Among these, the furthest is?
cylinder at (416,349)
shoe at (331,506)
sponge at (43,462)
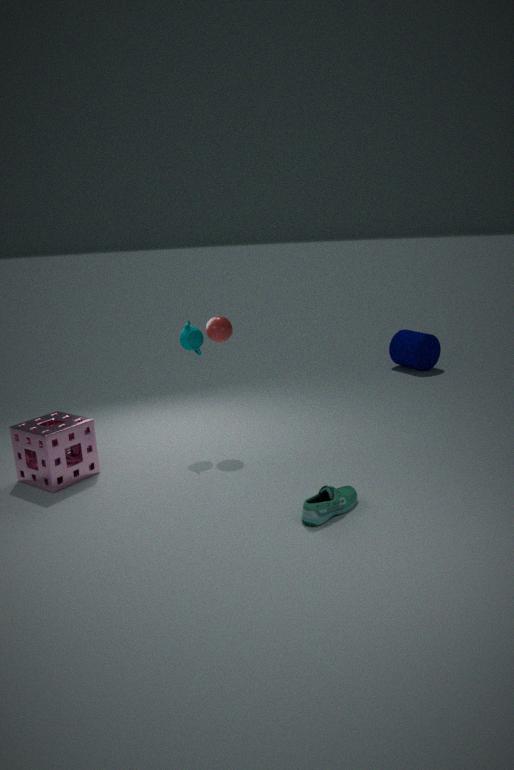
cylinder at (416,349)
